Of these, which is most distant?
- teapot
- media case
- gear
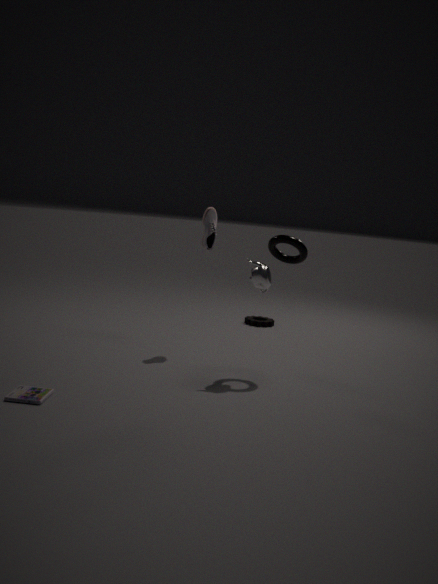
gear
